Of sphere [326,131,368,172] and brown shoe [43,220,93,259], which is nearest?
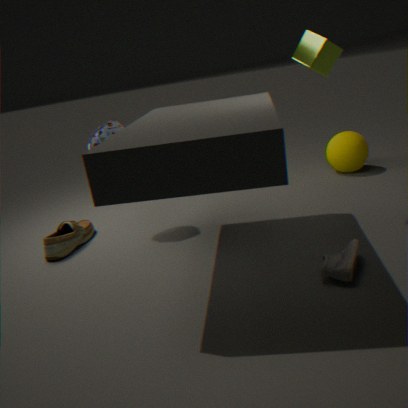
brown shoe [43,220,93,259]
